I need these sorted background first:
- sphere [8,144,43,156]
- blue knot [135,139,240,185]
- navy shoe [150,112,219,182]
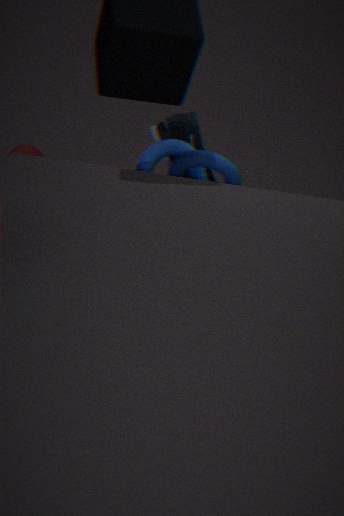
sphere [8,144,43,156] → navy shoe [150,112,219,182] → blue knot [135,139,240,185]
